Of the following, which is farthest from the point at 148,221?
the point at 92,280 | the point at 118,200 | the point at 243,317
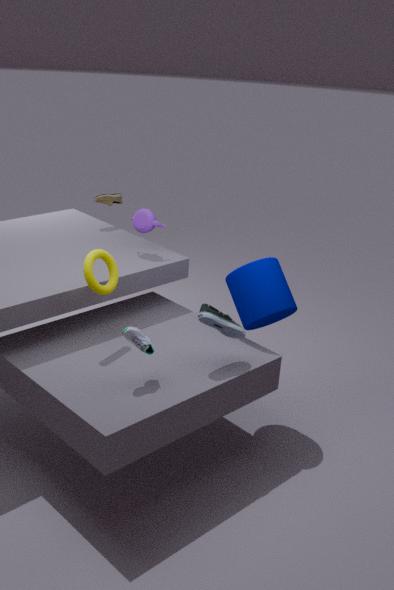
the point at 243,317
